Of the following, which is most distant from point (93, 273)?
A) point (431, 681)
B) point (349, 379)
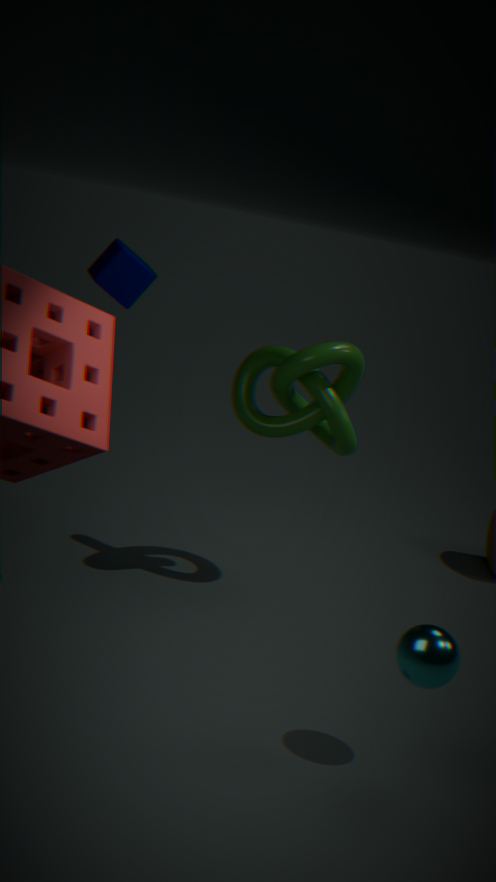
point (431, 681)
